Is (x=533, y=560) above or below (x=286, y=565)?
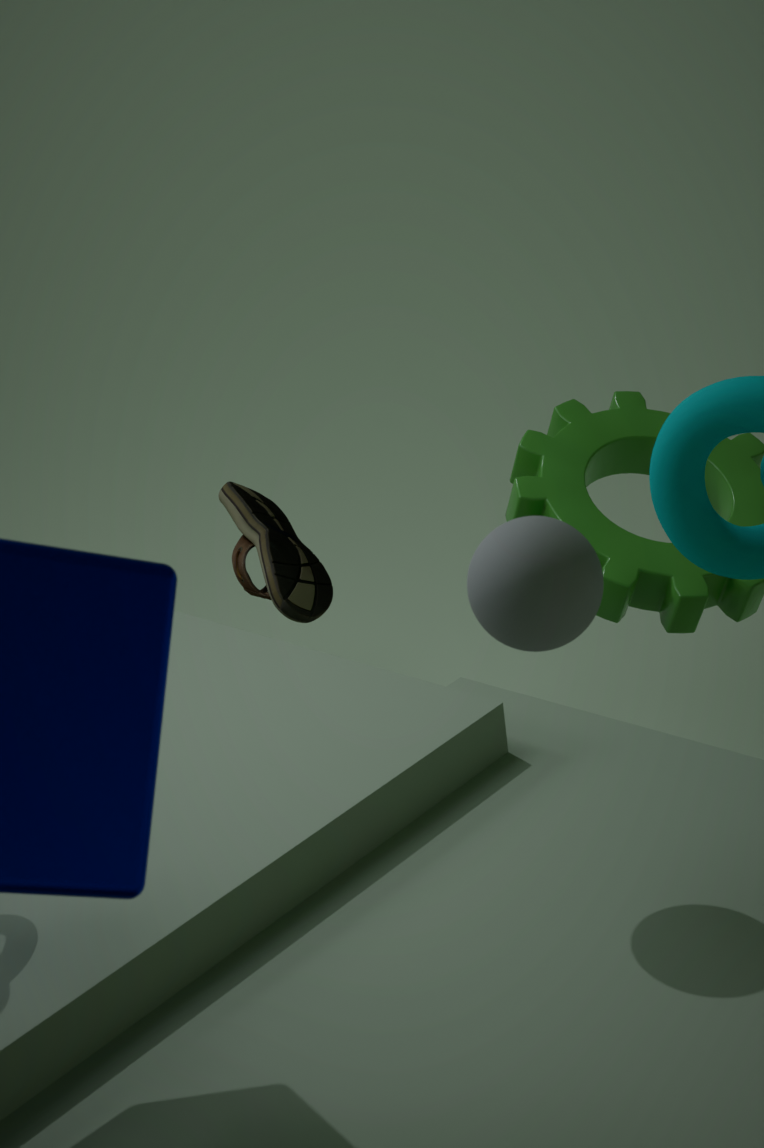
above
